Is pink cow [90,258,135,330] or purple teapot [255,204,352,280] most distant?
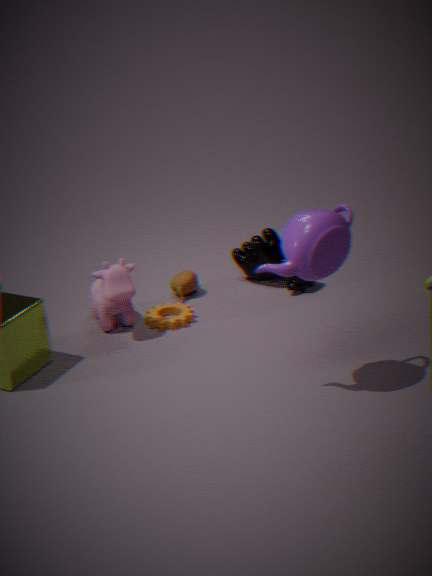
pink cow [90,258,135,330]
